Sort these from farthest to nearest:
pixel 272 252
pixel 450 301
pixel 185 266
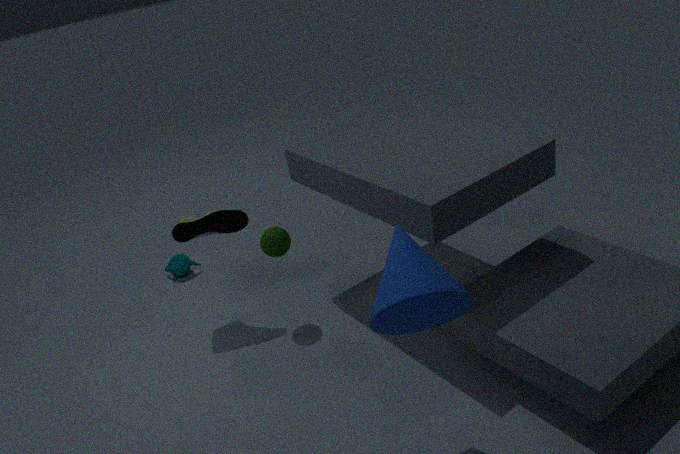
1. pixel 185 266
2. pixel 272 252
3. pixel 450 301
